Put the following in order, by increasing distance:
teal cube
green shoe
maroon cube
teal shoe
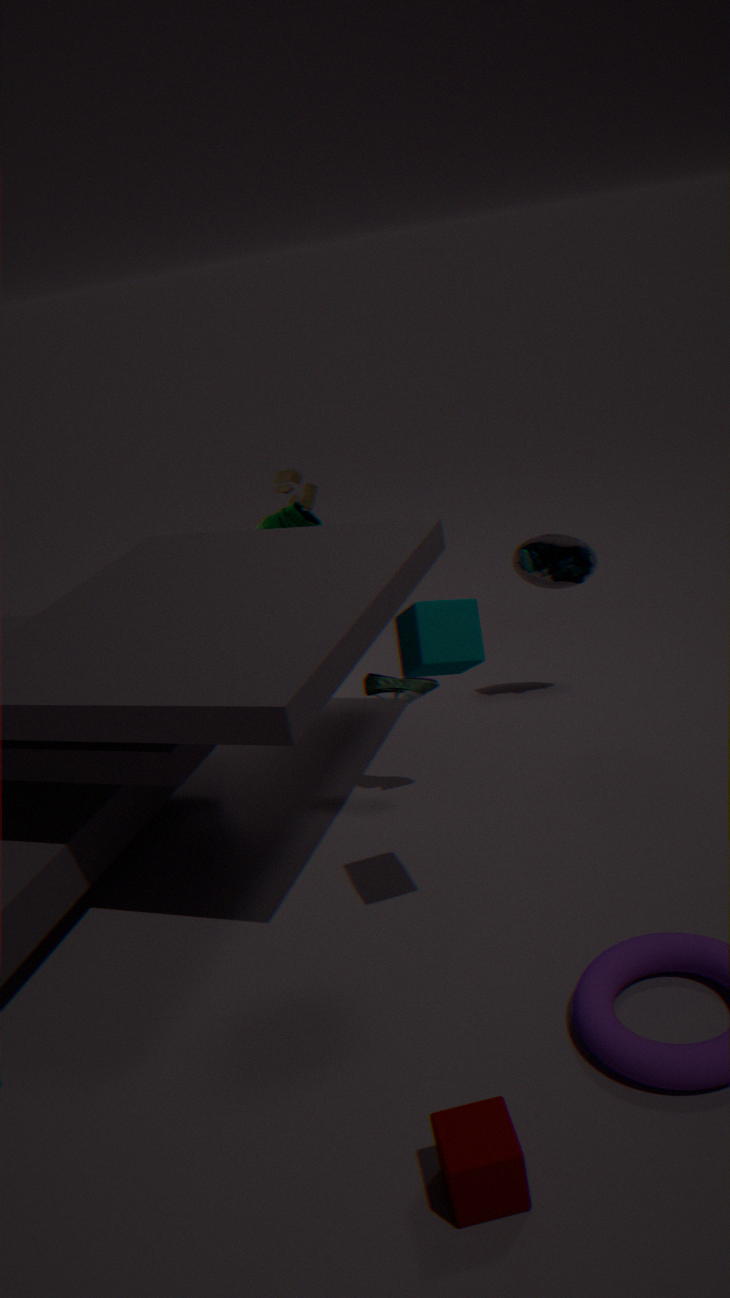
1. maroon cube
2. teal cube
3. green shoe
4. teal shoe
